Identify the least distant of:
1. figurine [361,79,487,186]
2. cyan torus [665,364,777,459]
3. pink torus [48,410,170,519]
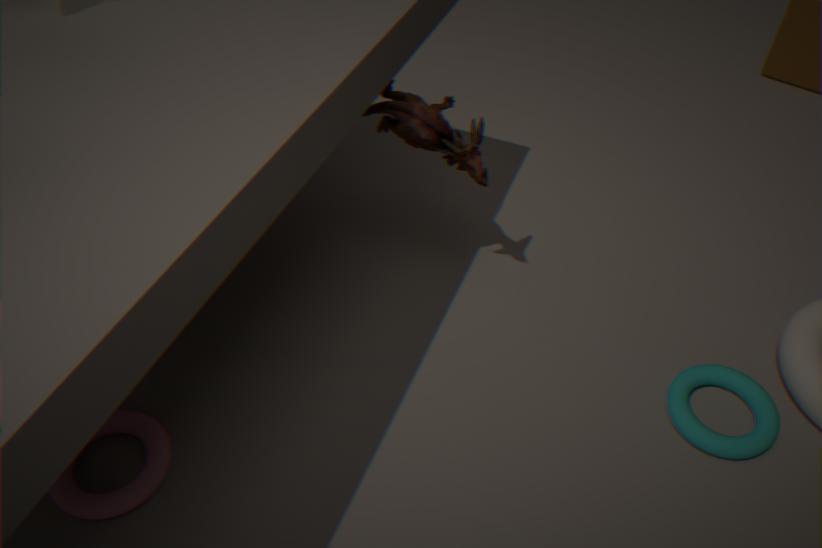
pink torus [48,410,170,519]
